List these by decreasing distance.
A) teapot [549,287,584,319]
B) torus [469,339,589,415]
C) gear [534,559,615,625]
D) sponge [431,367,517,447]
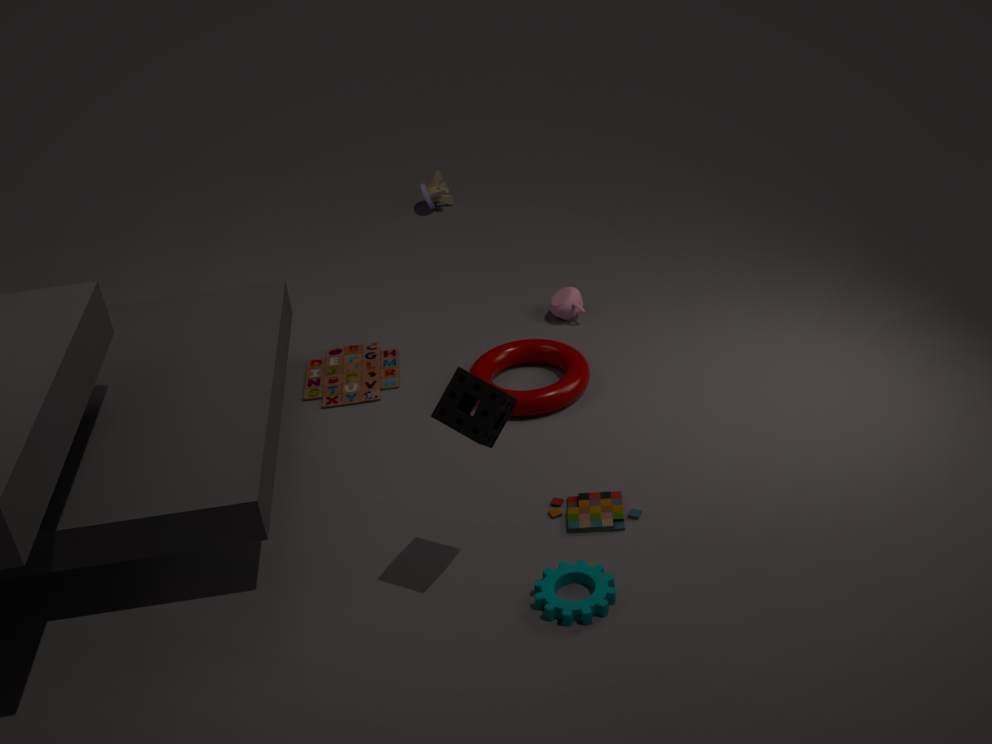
teapot [549,287,584,319]
torus [469,339,589,415]
gear [534,559,615,625]
sponge [431,367,517,447]
